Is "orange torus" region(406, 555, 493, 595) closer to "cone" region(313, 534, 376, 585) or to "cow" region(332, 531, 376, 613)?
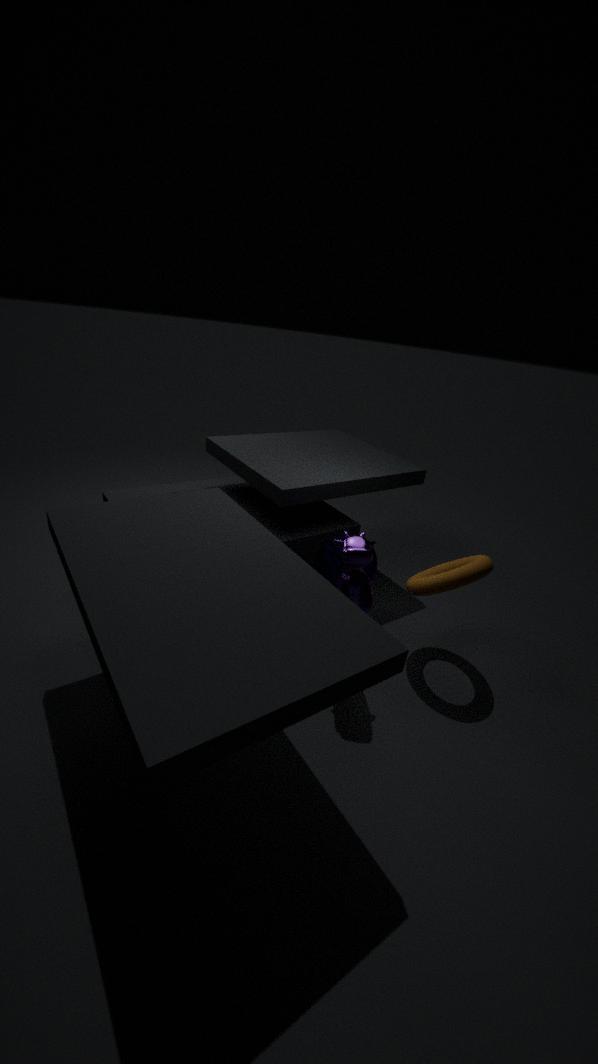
"cone" region(313, 534, 376, 585)
